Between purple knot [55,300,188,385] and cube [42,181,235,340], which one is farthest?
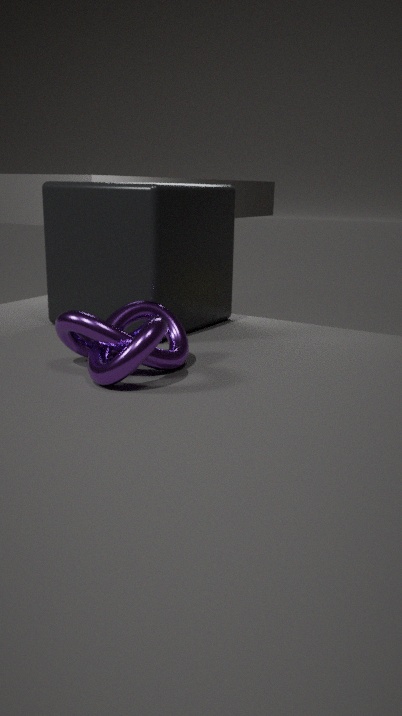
cube [42,181,235,340]
